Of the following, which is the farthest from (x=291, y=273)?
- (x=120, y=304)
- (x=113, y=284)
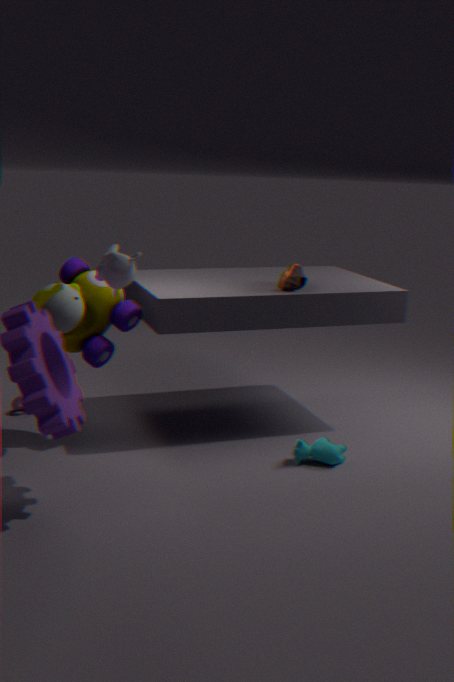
(x=113, y=284)
